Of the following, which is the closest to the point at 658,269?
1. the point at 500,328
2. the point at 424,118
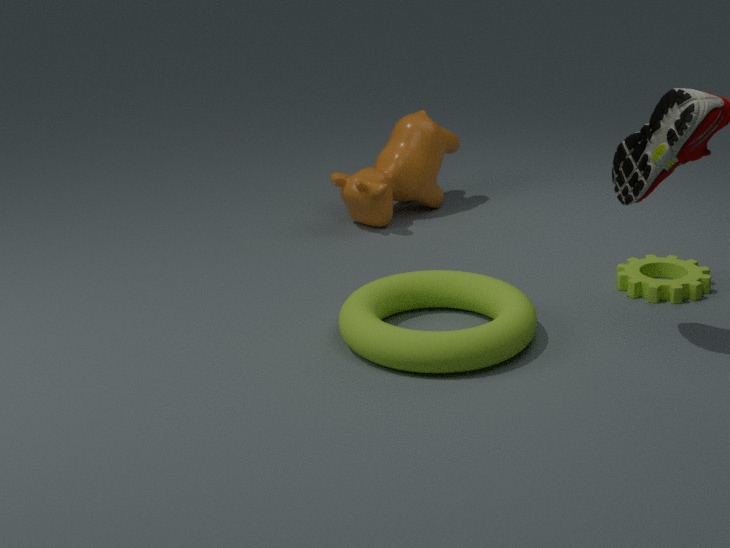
the point at 500,328
